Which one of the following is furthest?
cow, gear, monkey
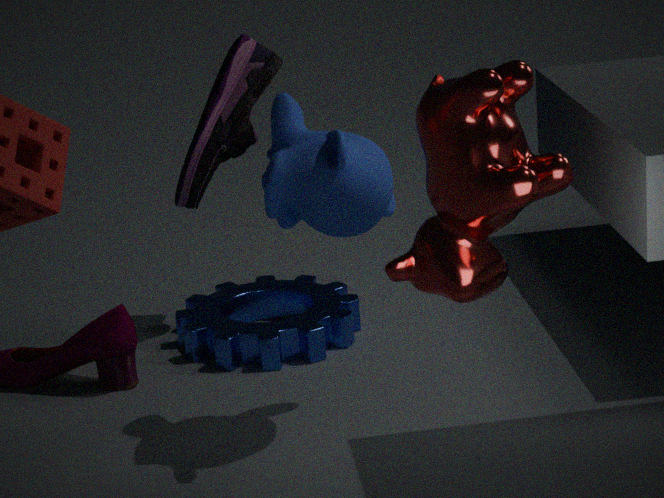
gear
